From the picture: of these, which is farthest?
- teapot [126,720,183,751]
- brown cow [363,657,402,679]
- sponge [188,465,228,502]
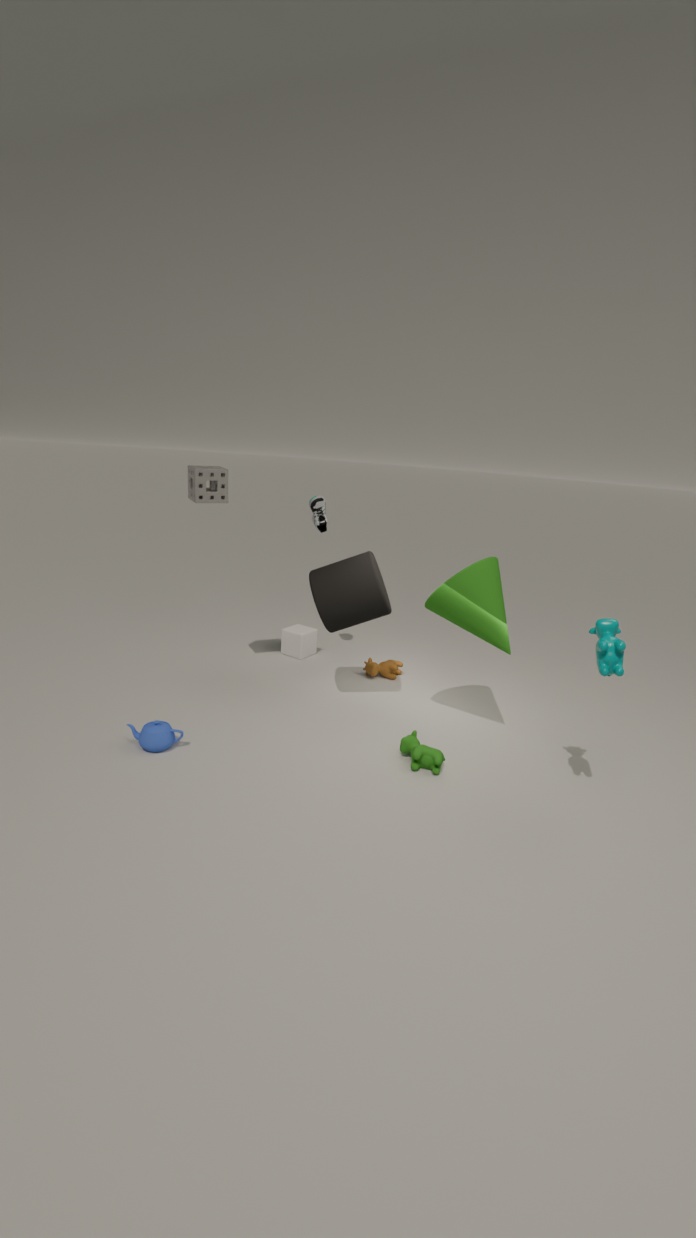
brown cow [363,657,402,679]
